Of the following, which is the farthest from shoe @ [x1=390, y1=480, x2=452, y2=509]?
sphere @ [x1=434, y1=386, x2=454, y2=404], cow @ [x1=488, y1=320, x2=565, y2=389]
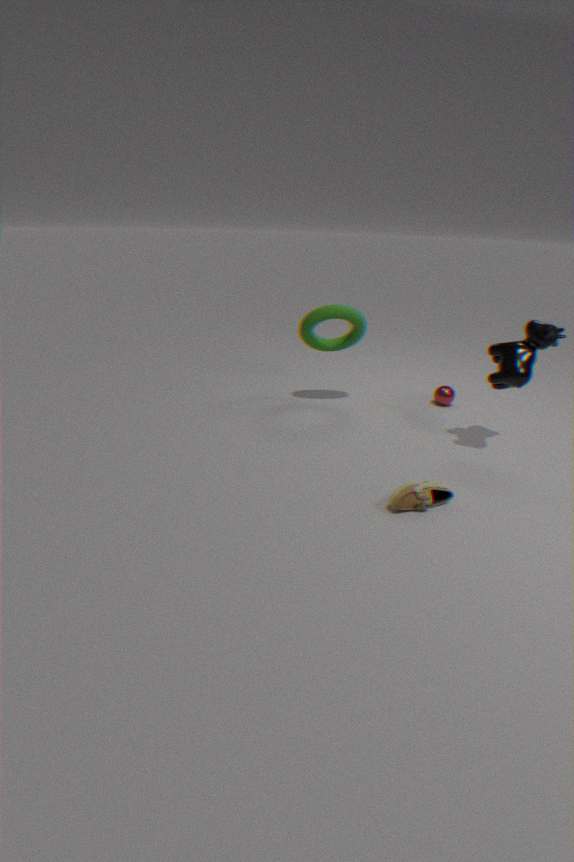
sphere @ [x1=434, y1=386, x2=454, y2=404]
